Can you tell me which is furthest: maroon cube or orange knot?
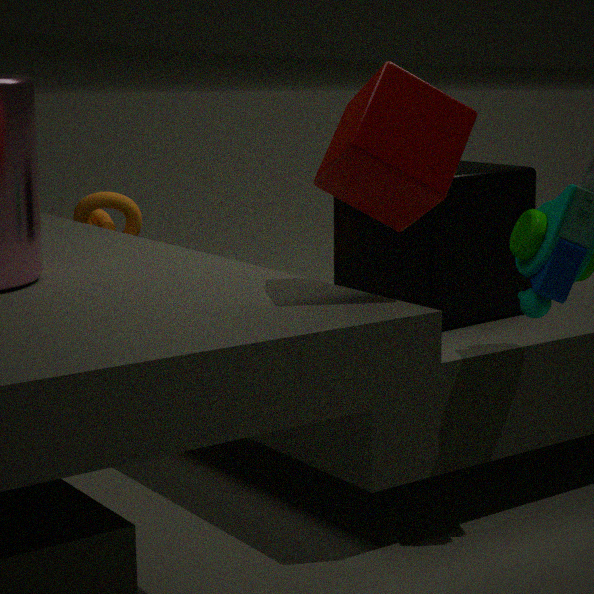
orange knot
